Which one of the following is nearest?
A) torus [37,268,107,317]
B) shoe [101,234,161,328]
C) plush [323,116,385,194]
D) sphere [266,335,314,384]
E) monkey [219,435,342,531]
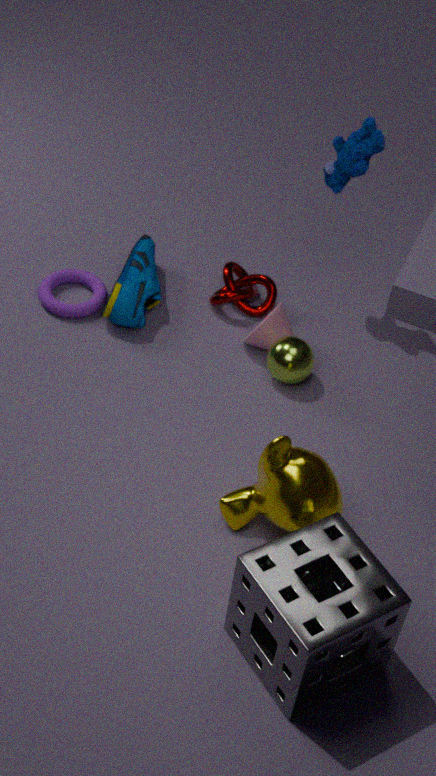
monkey [219,435,342,531]
